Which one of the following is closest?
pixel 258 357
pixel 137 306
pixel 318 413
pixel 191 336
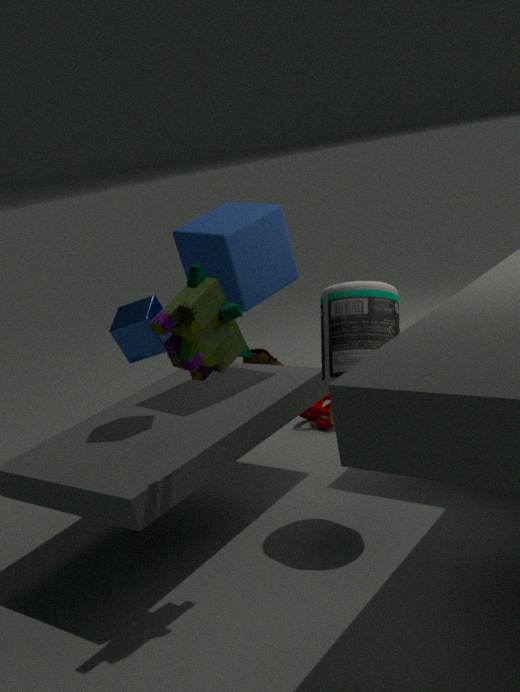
pixel 191 336
